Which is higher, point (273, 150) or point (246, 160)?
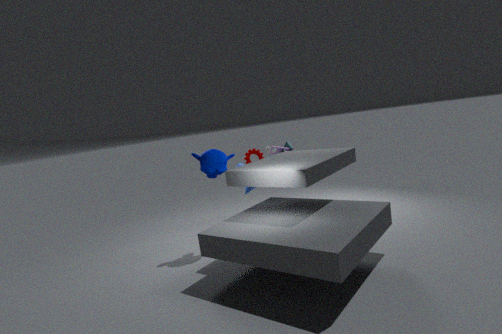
point (246, 160)
